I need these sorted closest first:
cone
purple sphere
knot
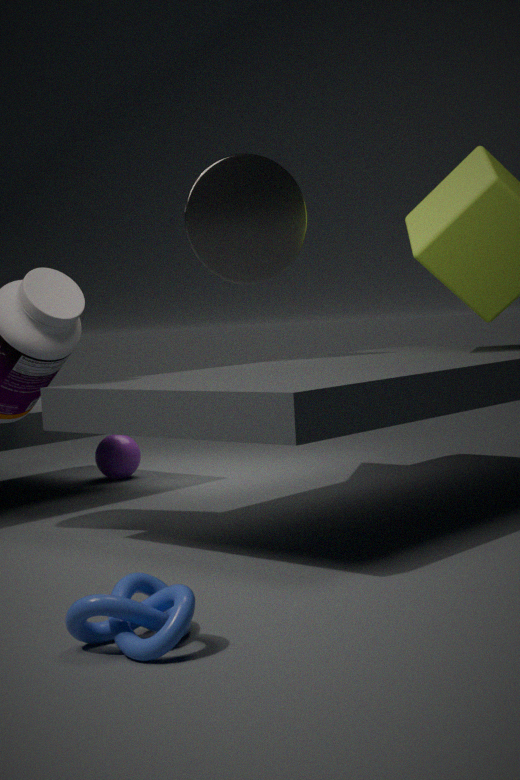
knot
cone
purple sphere
